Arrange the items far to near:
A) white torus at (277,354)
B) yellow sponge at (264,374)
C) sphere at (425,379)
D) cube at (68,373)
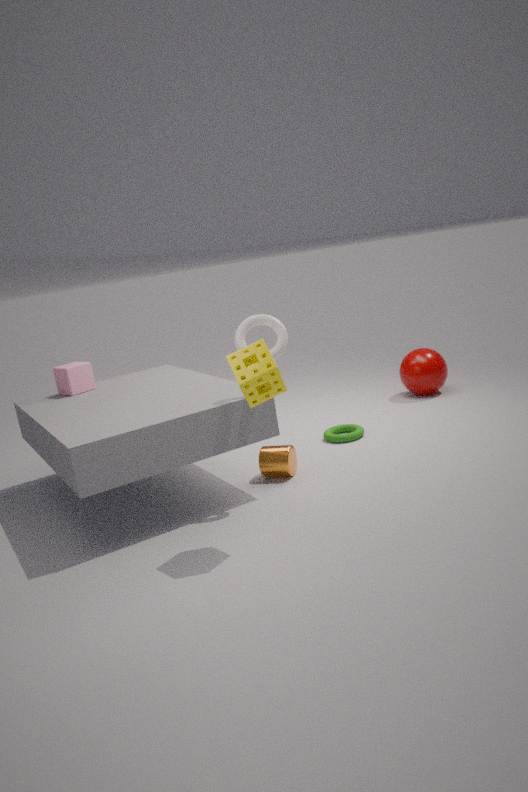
sphere at (425,379)
cube at (68,373)
white torus at (277,354)
yellow sponge at (264,374)
